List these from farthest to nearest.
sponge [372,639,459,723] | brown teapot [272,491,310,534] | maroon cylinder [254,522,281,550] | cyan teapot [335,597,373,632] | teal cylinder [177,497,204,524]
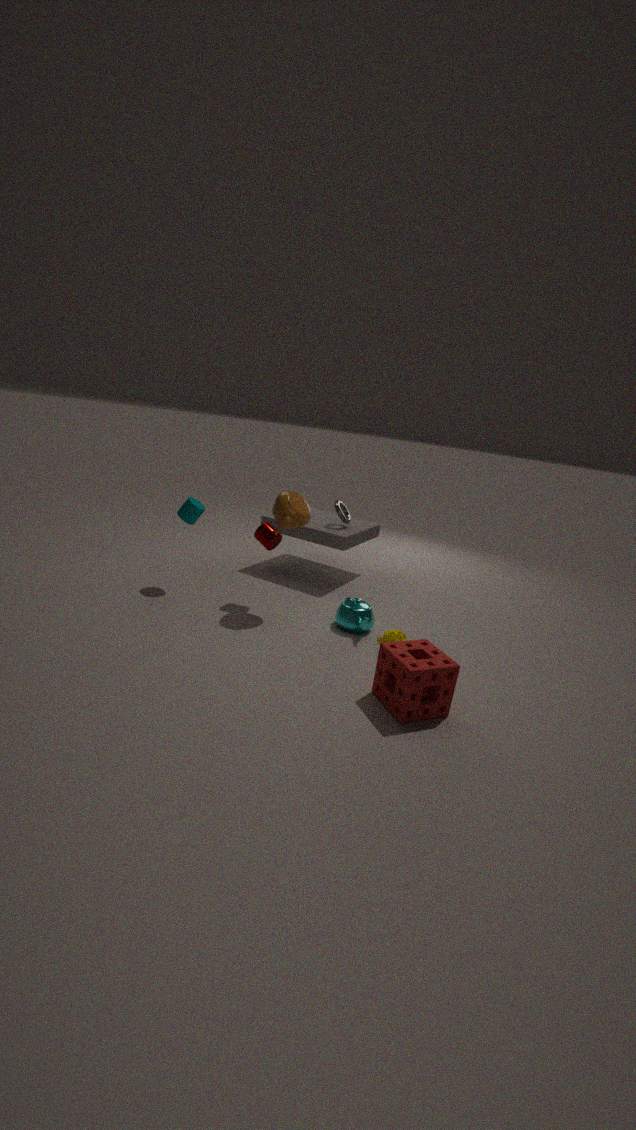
teal cylinder [177,497,204,524] < maroon cylinder [254,522,281,550] < cyan teapot [335,597,373,632] < brown teapot [272,491,310,534] < sponge [372,639,459,723]
